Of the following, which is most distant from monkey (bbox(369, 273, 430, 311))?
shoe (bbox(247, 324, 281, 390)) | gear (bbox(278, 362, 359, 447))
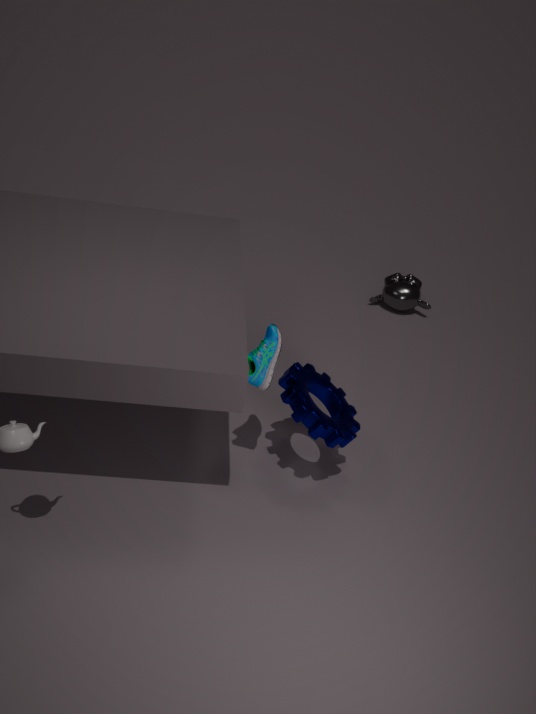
shoe (bbox(247, 324, 281, 390))
